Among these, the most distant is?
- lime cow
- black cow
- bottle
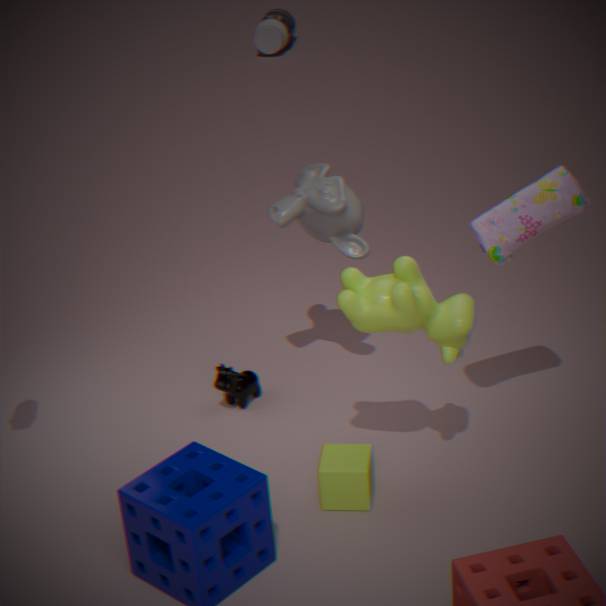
bottle
